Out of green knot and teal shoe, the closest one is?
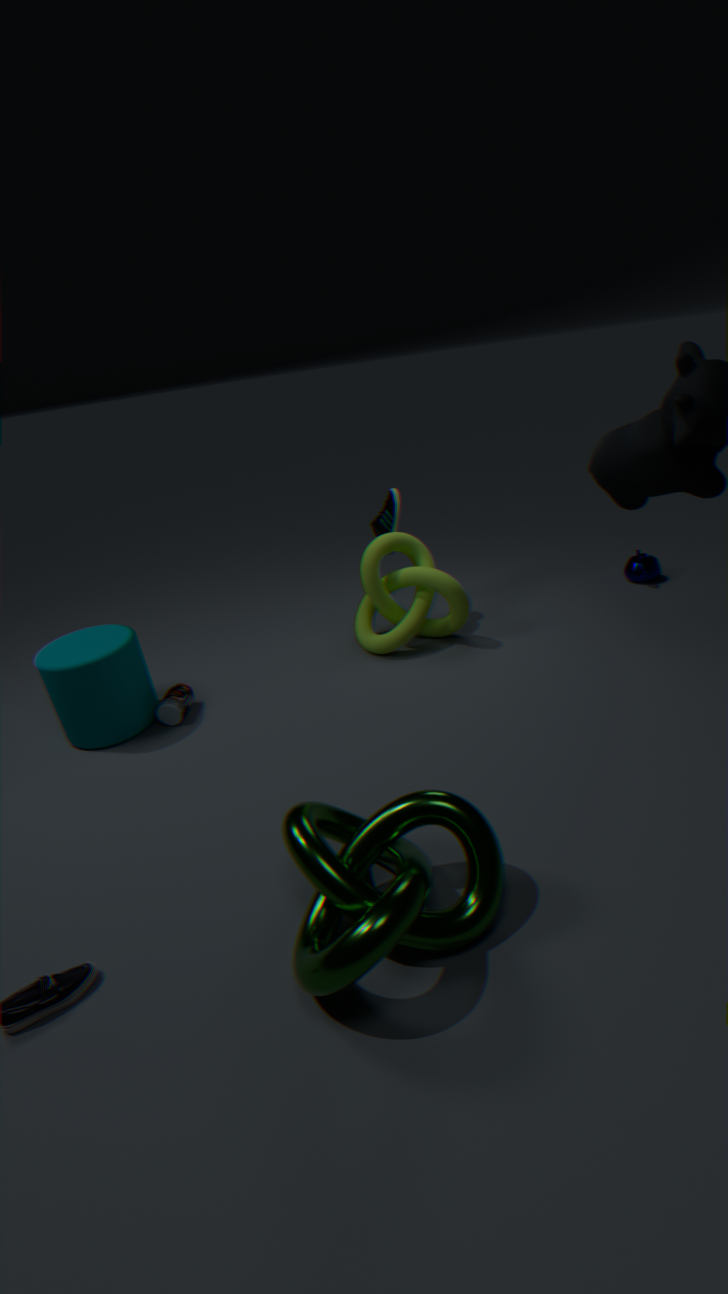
green knot
